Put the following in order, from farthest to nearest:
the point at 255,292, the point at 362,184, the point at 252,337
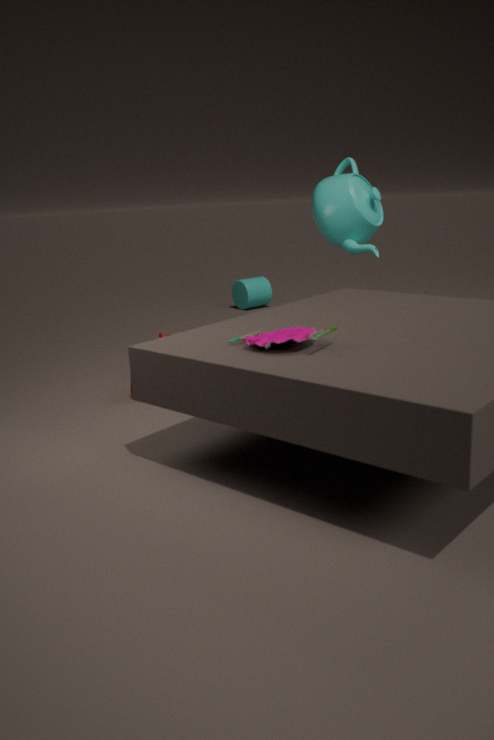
the point at 255,292 → the point at 362,184 → the point at 252,337
